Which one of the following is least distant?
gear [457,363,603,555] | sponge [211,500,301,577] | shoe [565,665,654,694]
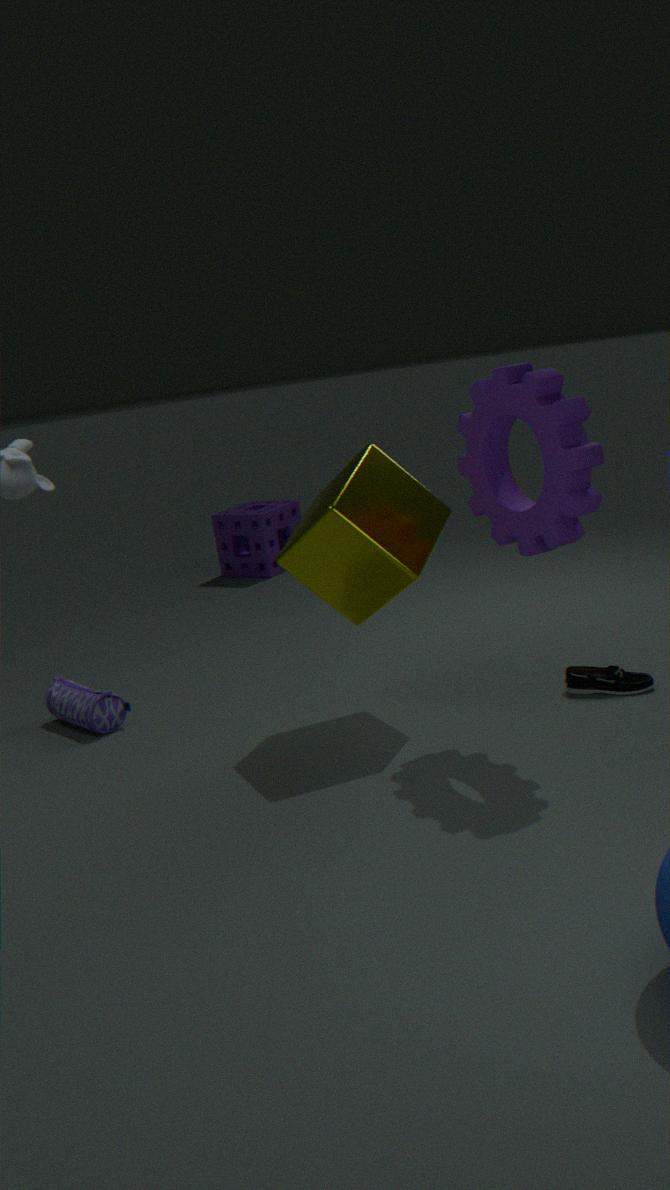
gear [457,363,603,555]
